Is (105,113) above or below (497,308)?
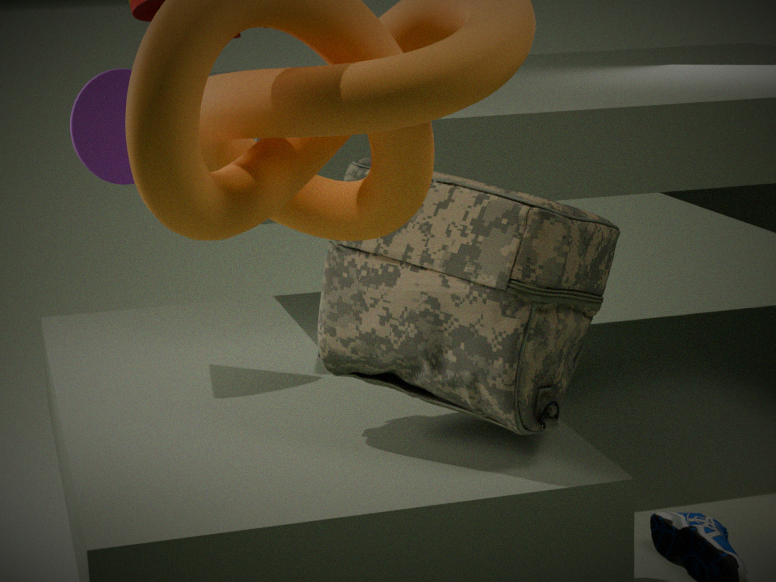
above
